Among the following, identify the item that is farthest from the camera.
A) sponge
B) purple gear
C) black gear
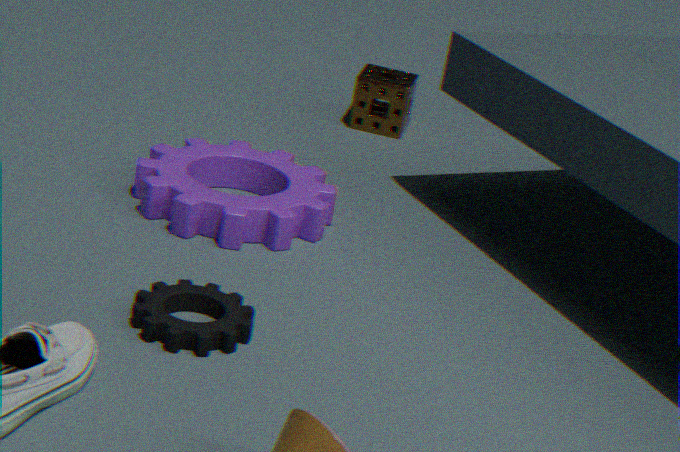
sponge
